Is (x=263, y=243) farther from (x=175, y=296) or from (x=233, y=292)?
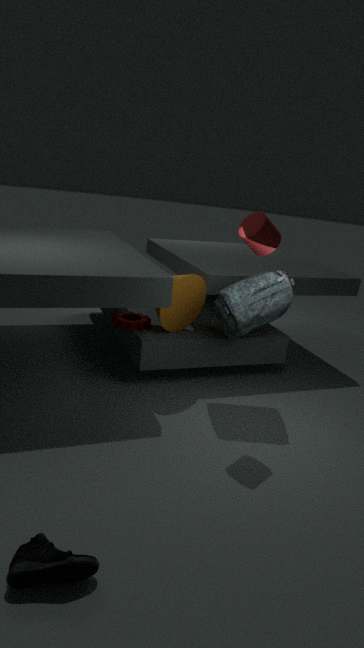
(x=175, y=296)
